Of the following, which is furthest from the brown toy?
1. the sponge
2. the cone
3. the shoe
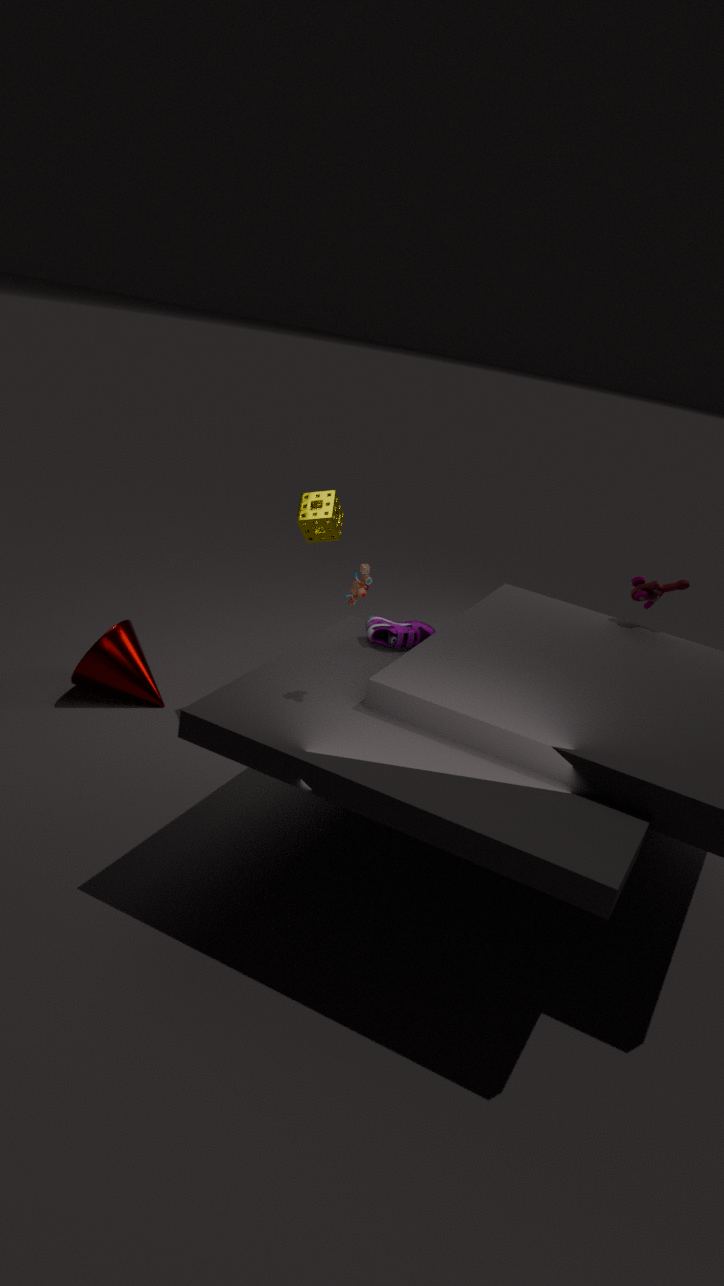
the cone
